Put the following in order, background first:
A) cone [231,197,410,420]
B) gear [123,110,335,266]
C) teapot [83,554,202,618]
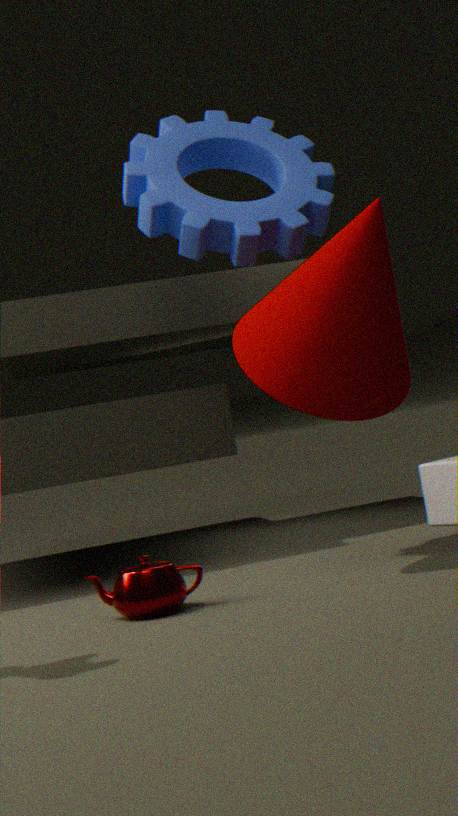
1. gear [123,110,335,266]
2. teapot [83,554,202,618]
3. cone [231,197,410,420]
